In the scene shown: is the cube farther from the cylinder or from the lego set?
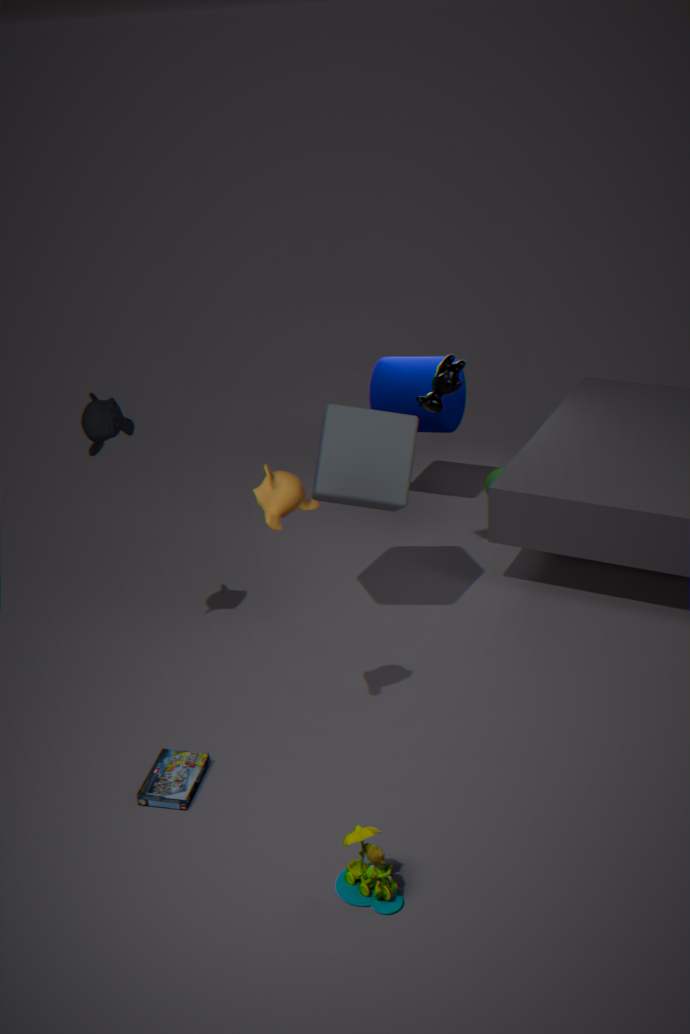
the lego set
